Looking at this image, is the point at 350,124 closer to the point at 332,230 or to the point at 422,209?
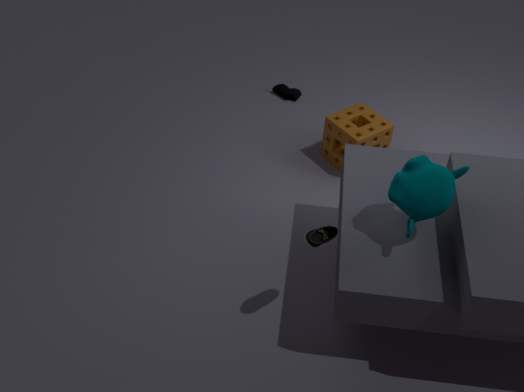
the point at 422,209
